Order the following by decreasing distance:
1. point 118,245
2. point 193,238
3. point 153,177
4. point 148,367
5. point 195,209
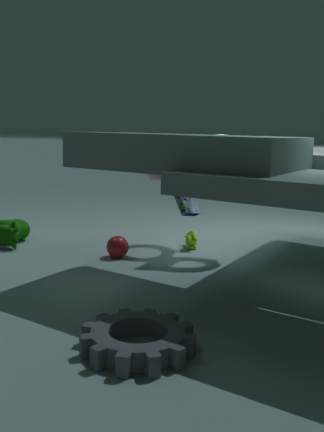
point 193,238 → point 153,177 → point 195,209 → point 118,245 → point 148,367
